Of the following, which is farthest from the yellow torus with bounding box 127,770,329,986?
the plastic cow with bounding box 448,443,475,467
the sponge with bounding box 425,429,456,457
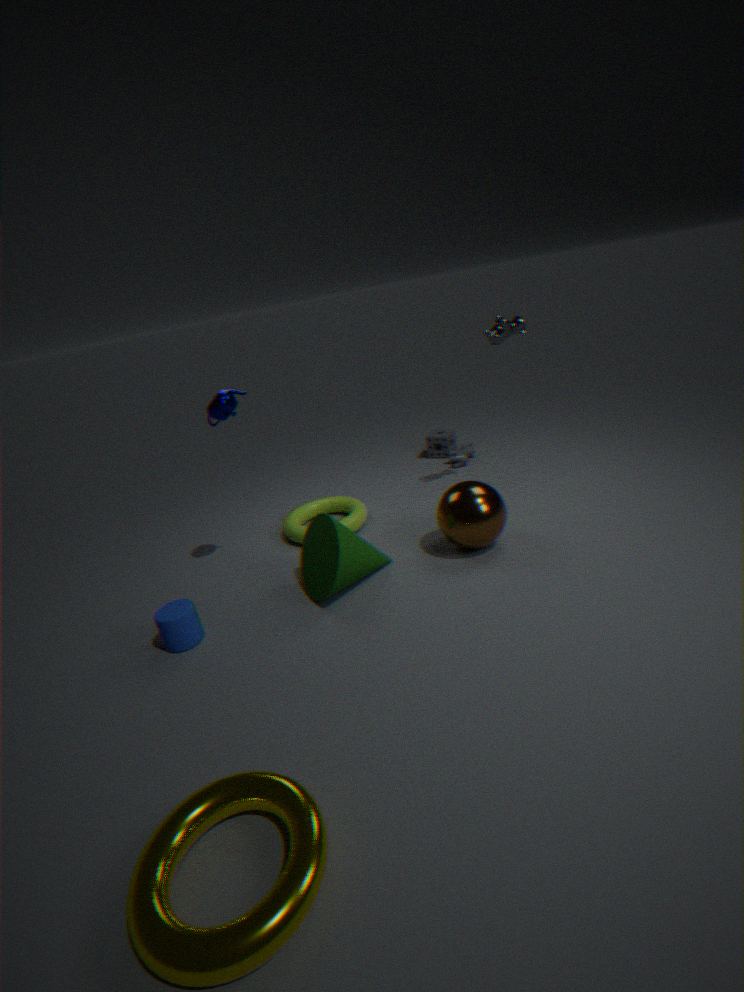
the sponge with bounding box 425,429,456,457
